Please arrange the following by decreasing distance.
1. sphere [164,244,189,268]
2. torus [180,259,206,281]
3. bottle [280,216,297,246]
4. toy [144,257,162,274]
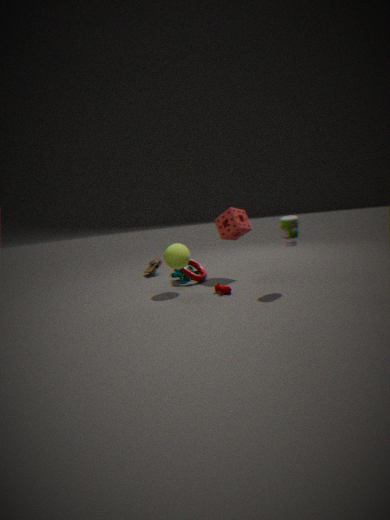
toy [144,257,162,274], torus [180,259,206,281], sphere [164,244,189,268], bottle [280,216,297,246]
